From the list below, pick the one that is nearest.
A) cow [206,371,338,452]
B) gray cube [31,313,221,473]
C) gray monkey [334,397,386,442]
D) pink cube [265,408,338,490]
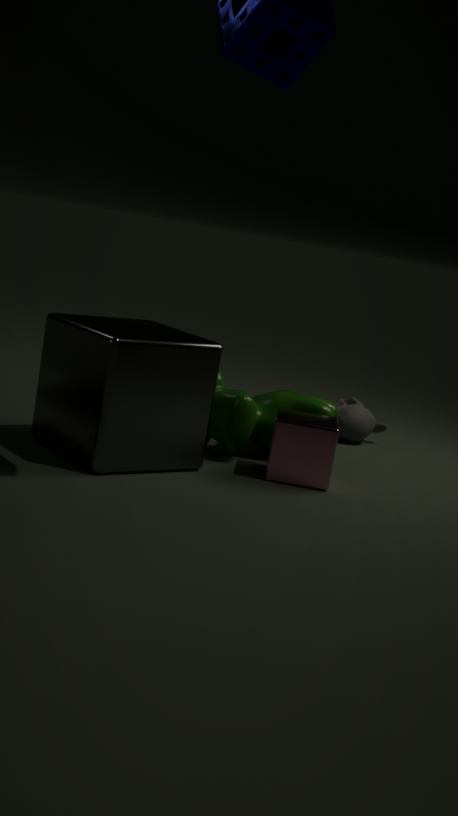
gray cube [31,313,221,473]
